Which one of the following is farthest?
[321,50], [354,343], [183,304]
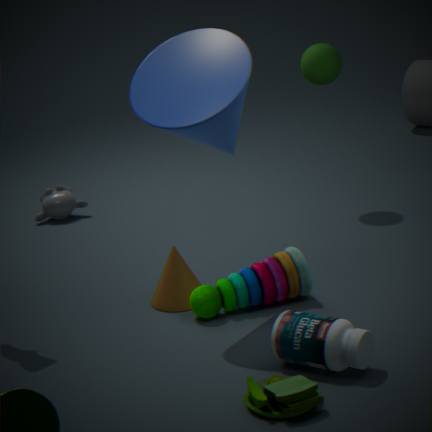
[321,50]
